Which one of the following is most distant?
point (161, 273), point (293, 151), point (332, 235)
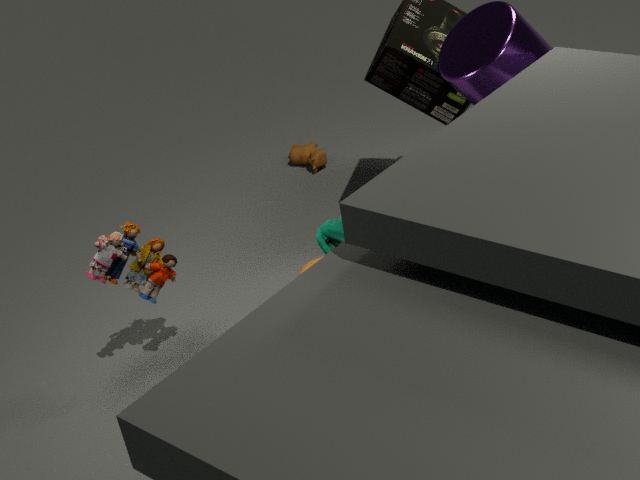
point (293, 151)
